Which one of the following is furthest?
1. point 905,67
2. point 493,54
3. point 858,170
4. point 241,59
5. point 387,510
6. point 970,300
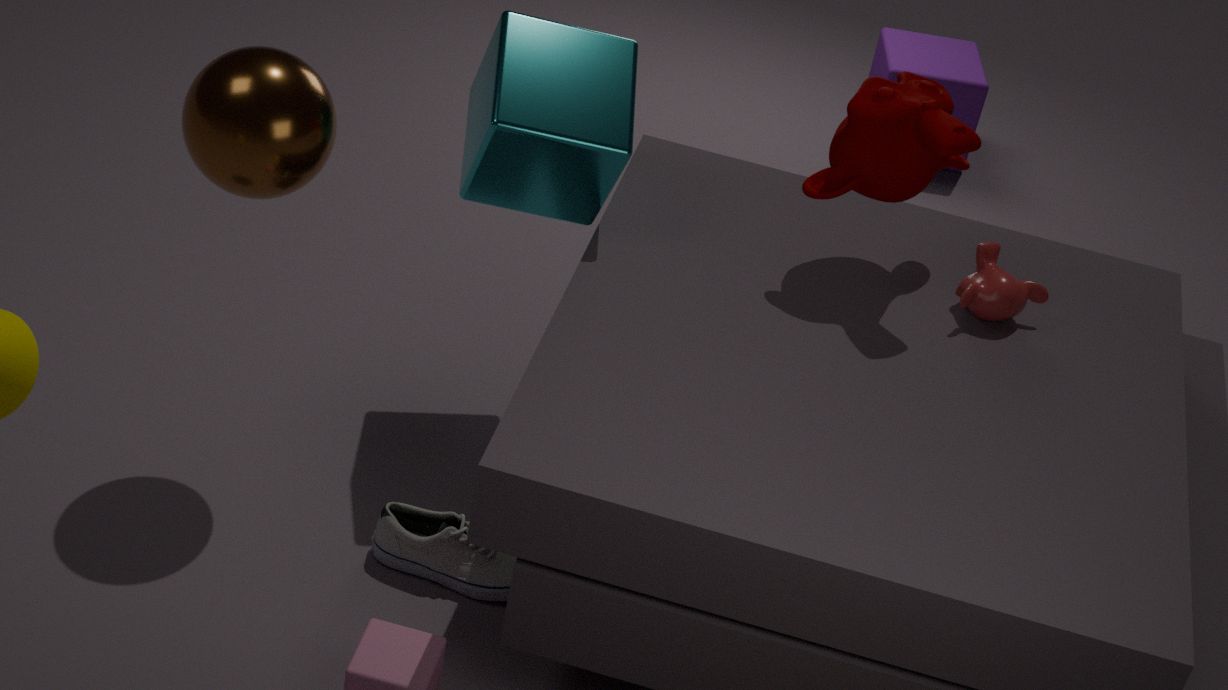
point 905,67
